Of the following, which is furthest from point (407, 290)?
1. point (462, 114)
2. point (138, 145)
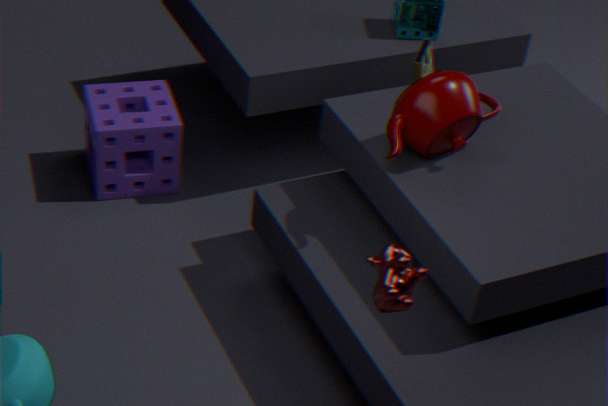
Result: point (138, 145)
